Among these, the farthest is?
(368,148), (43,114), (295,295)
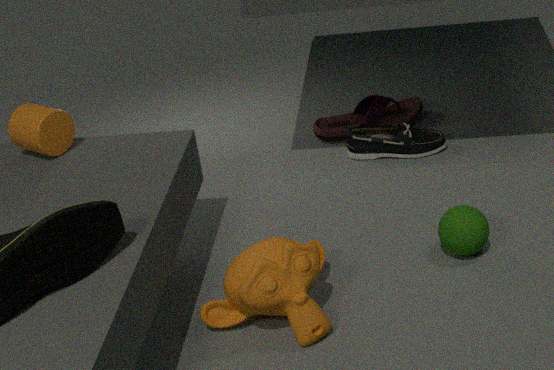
(368,148)
